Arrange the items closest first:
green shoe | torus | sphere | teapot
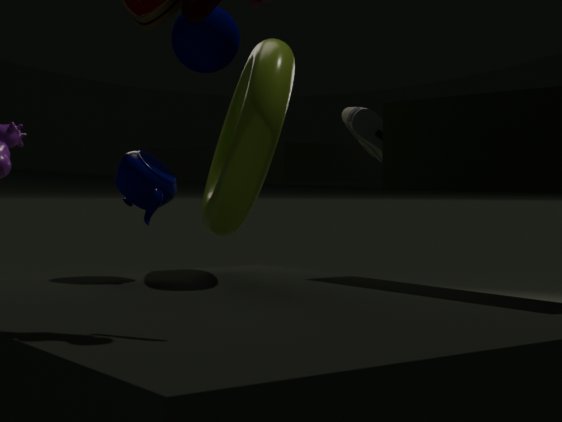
torus < teapot < sphere < green shoe
